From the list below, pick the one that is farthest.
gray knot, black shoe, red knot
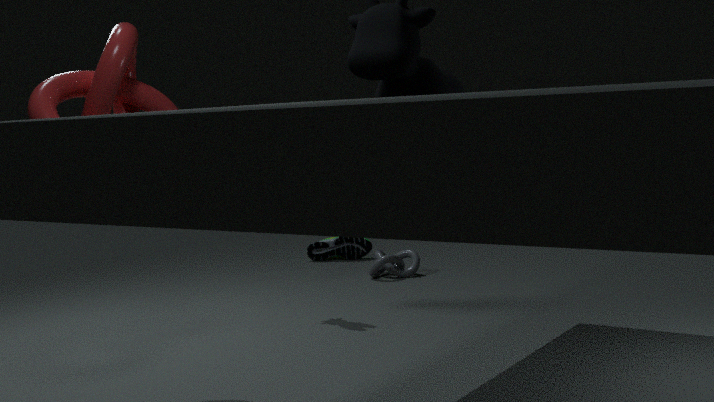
black shoe
